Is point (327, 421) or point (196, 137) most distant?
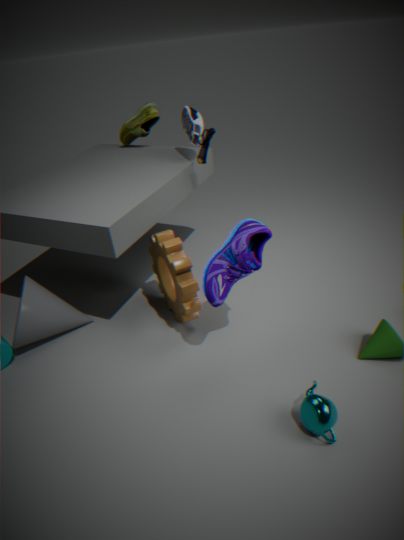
point (196, 137)
